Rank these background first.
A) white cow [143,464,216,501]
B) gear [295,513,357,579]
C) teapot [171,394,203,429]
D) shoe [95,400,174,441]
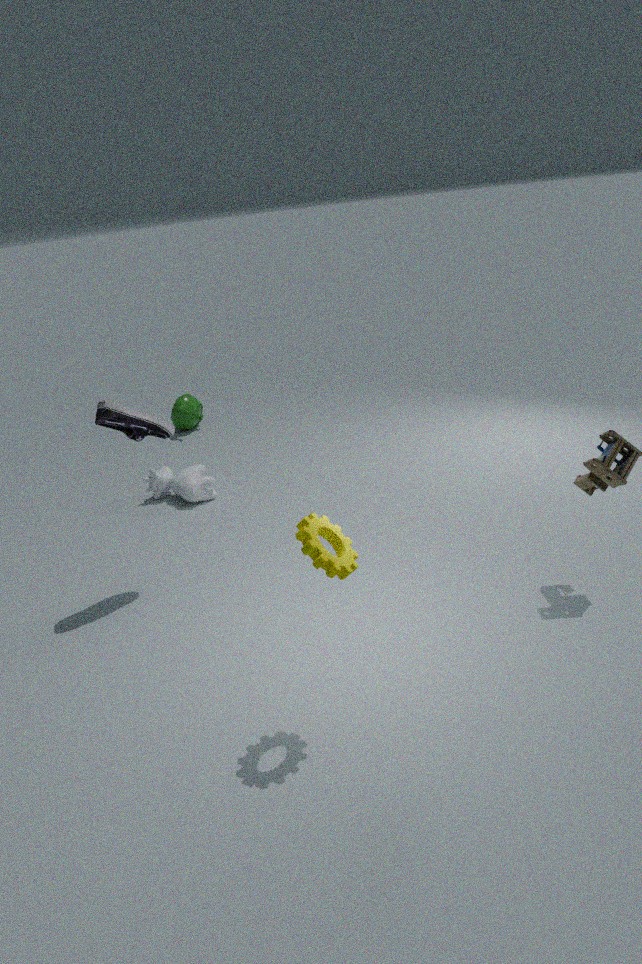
teapot [171,394,203,429] → white cow [143,464,216,501] → shoe [95,400,174,441] → gear [295,513,357,579]
